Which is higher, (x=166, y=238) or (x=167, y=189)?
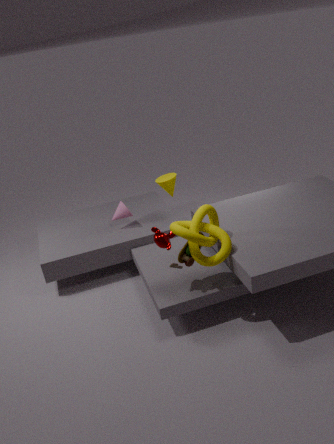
(x=167, y=189)
